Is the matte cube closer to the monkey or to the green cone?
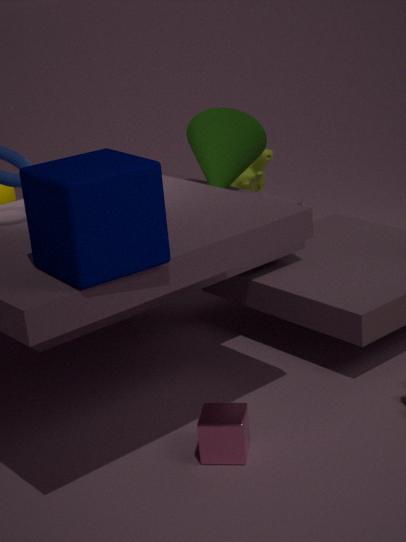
the green cone
